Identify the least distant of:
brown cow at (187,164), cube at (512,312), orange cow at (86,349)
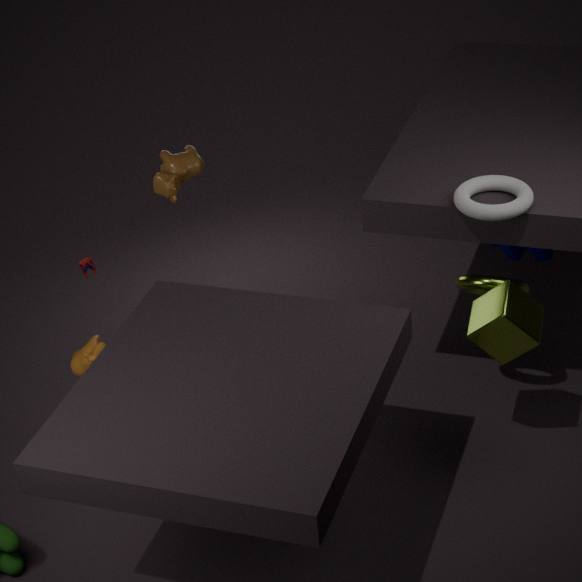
cube at (512,312)
